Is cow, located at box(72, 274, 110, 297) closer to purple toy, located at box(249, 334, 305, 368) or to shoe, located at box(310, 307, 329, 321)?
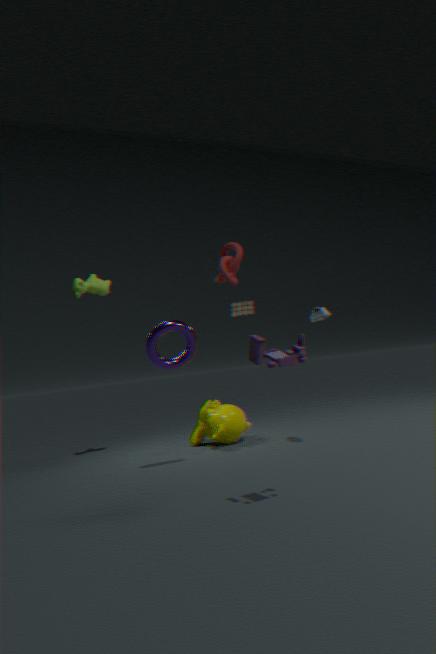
shoe, located at box(310, 307, 329, 321)
